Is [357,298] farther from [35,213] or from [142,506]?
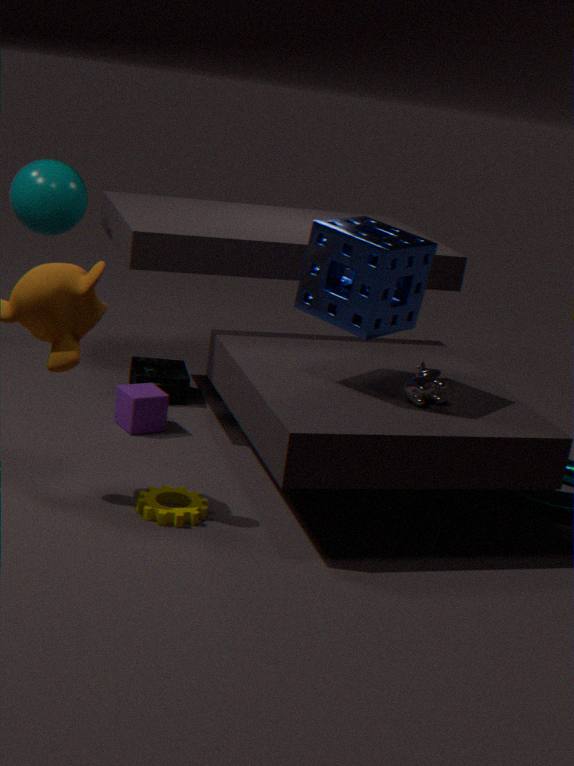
[35,213]
